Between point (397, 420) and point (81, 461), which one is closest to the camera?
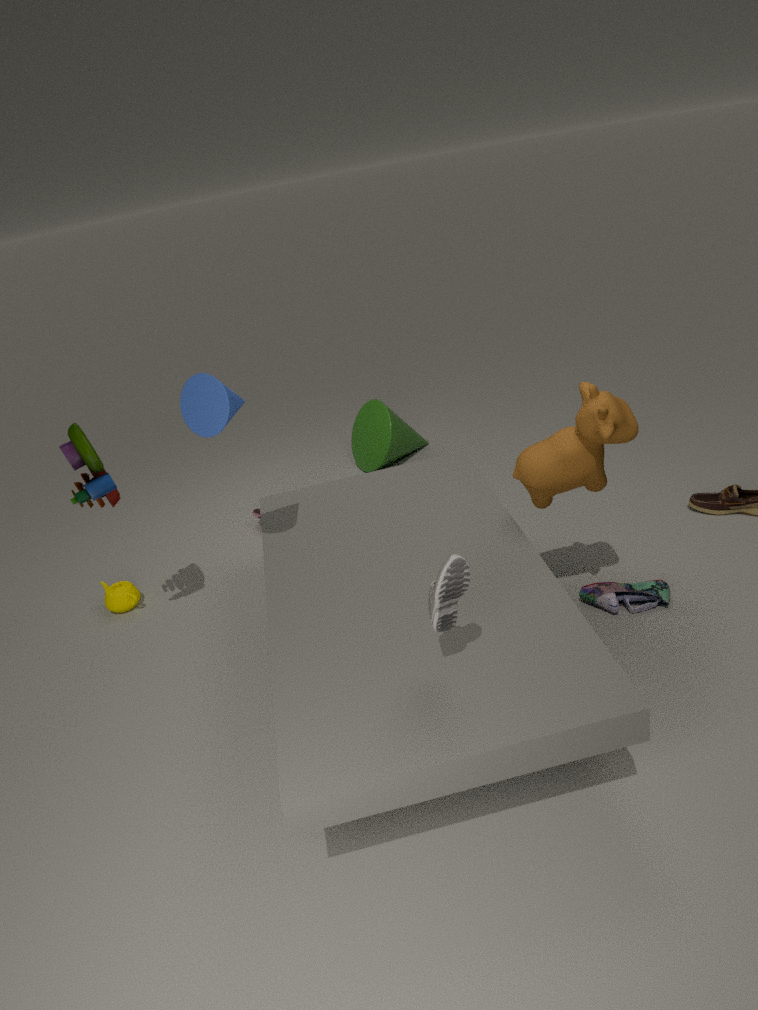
point (81, 461)
